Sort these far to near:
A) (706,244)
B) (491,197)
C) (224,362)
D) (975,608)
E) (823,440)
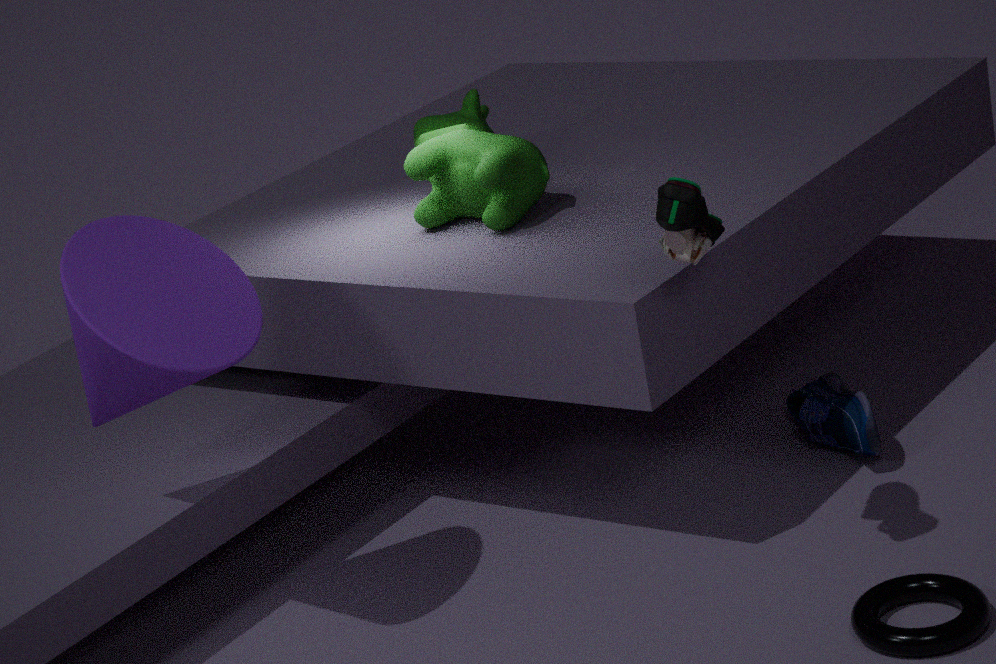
(491,197), (823,440), (224,362), (706,244), (975,608)
